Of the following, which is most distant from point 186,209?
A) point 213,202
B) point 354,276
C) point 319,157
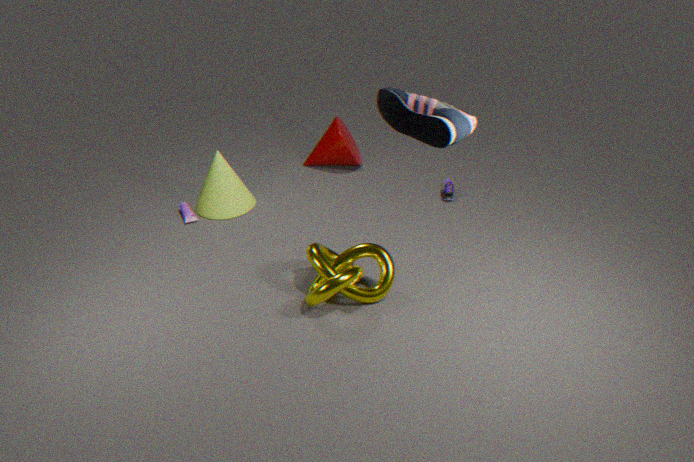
point 354,276
